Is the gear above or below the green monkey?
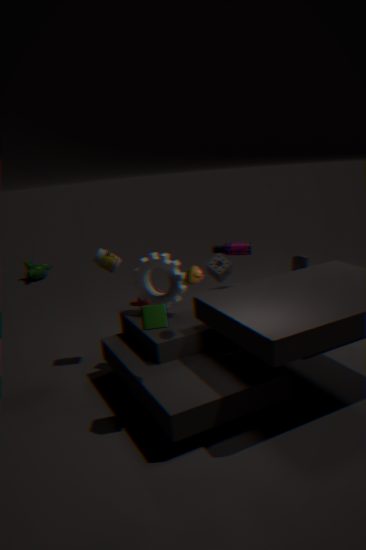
above
